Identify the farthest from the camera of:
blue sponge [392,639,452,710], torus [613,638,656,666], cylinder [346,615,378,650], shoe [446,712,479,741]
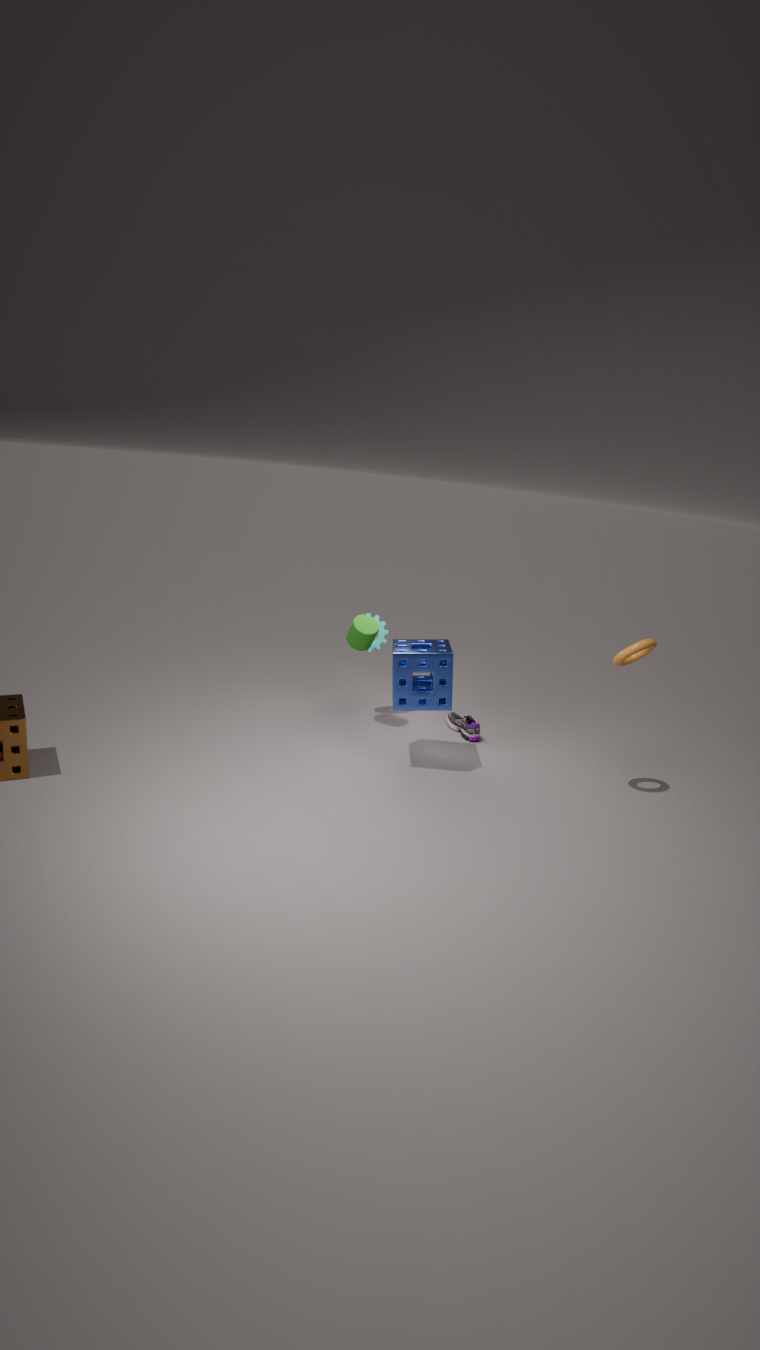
shoe [446,712,479,741]
